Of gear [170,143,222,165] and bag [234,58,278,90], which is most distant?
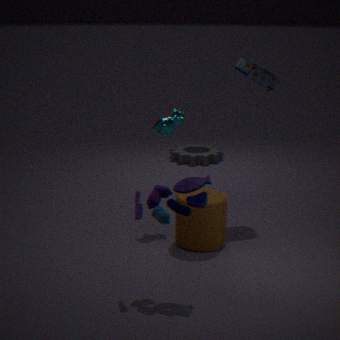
gear [170,143,222,165]
